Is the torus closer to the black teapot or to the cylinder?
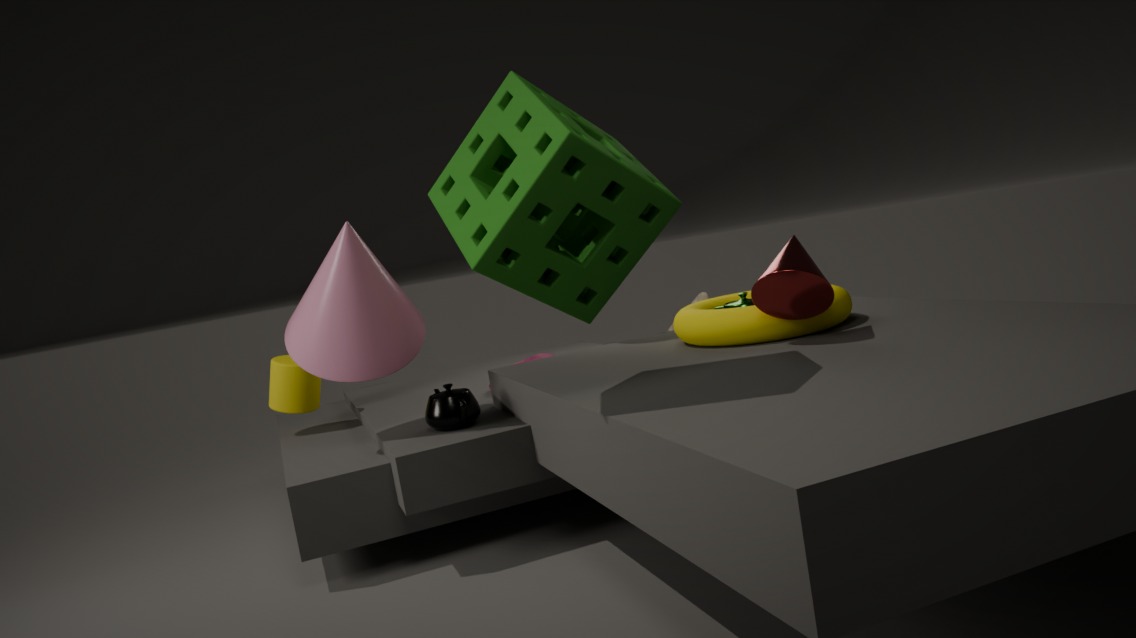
the black teapot
